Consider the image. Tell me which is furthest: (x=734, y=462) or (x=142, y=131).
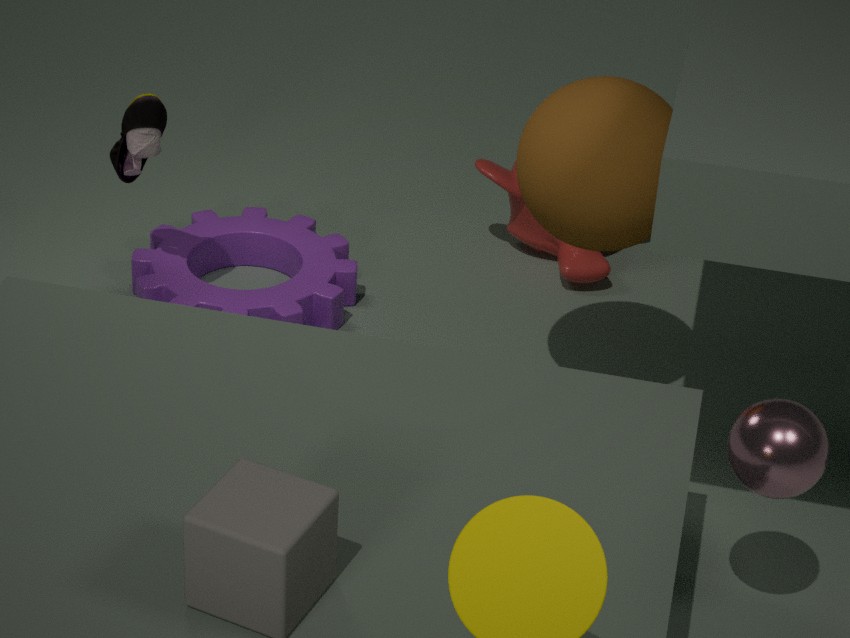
(x=142, y=131)
